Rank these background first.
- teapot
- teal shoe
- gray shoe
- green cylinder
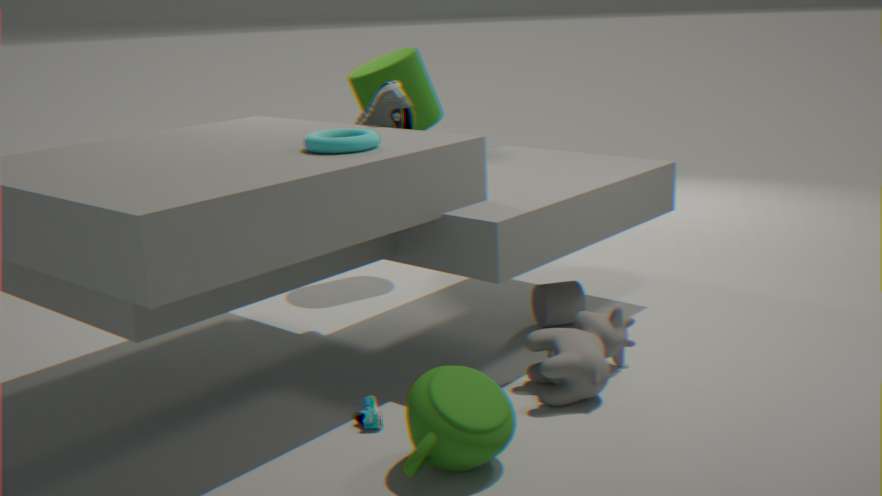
green cylinder → gray shoe → teal shoe → teapot
